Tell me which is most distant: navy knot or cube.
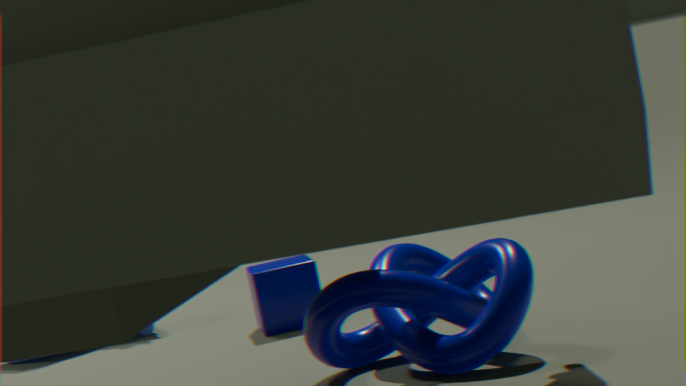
cube
